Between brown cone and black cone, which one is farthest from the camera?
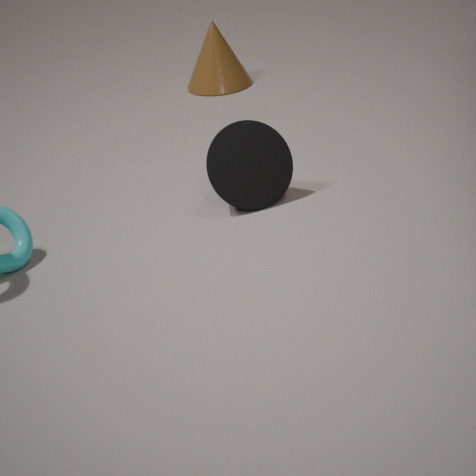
brown cone
